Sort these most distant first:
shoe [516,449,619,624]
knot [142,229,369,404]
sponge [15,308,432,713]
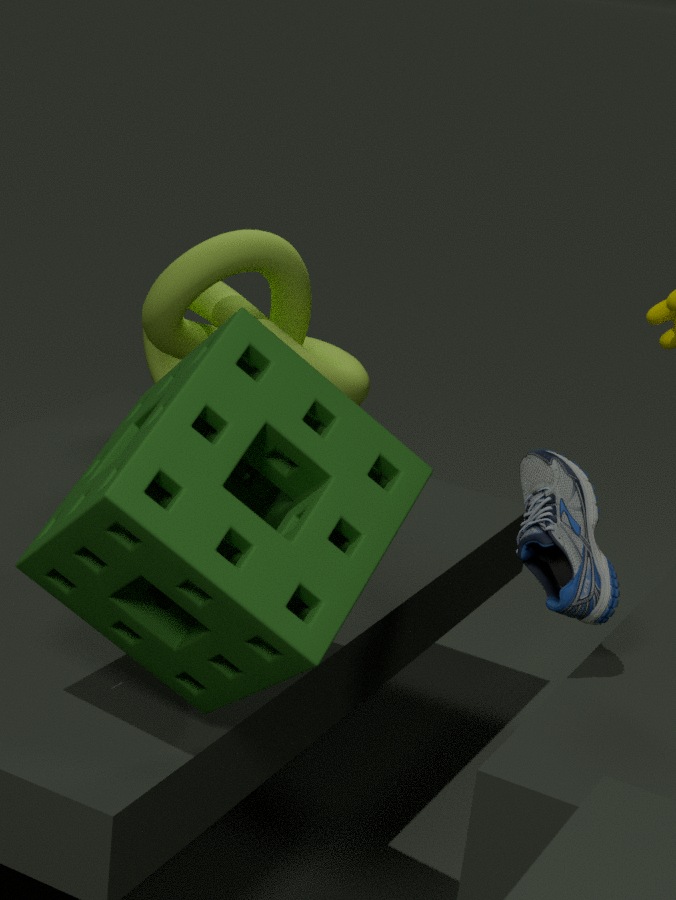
knot [142,229,369,404] → shoe [516,449,619,624] → sponge [15,308,432,713]
